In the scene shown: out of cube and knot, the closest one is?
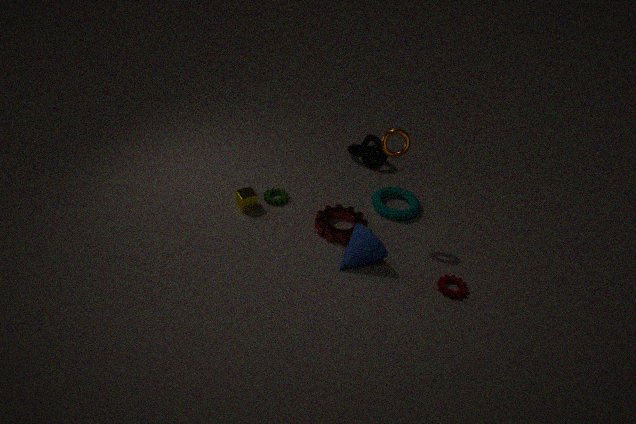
cube
